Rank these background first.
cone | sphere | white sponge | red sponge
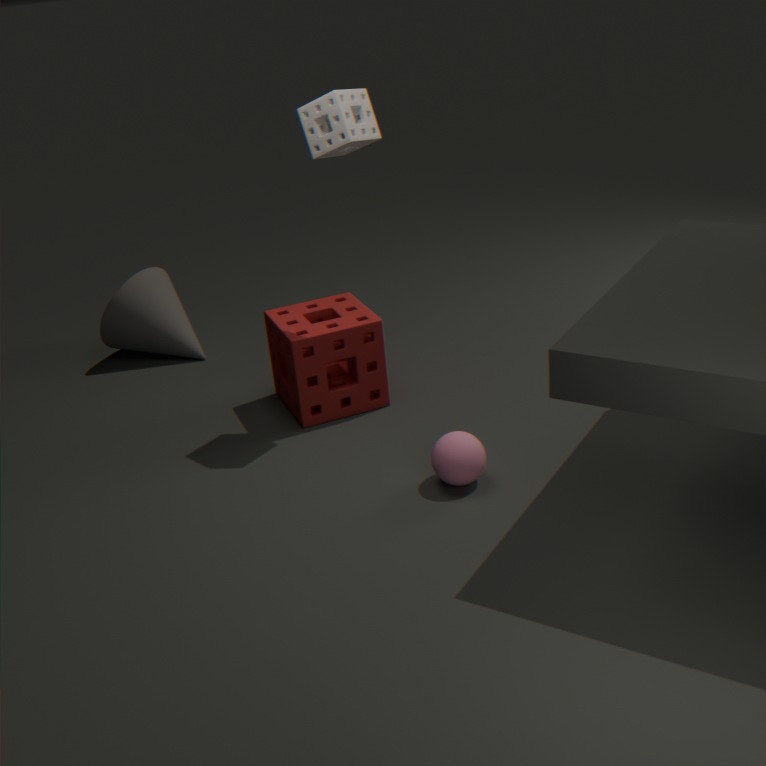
1. cone
2. red sponge
3. white sponge
4. sphere
